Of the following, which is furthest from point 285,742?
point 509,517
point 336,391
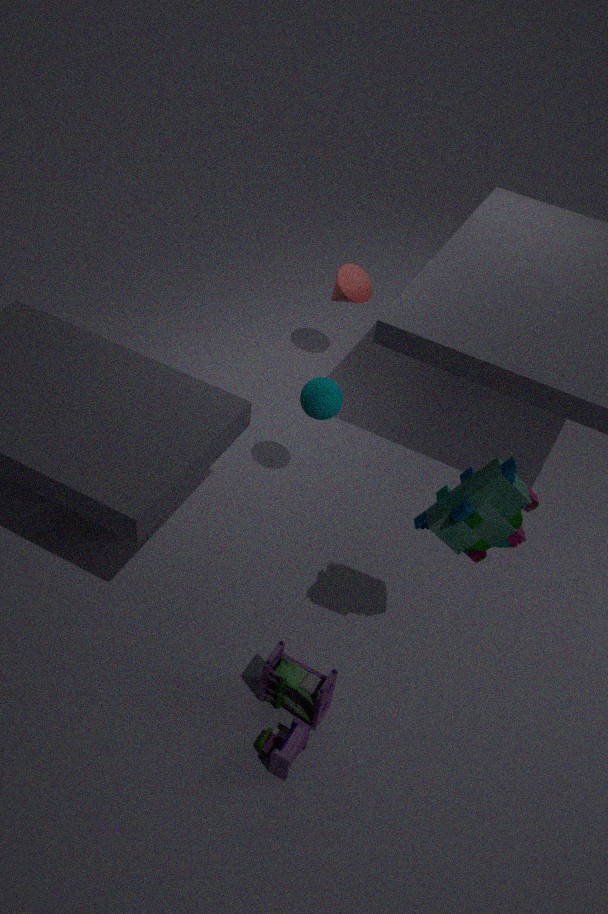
point 336,391
